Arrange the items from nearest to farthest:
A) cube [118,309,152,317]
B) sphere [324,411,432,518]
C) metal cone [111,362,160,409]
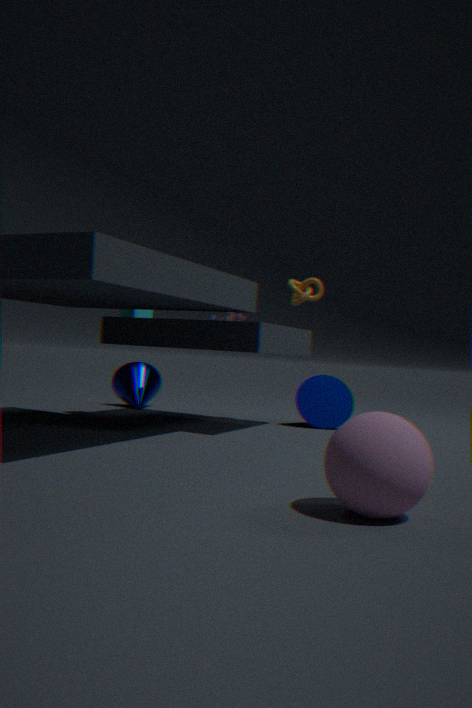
sphere [324,411,432,518], cube [118,309,152,317], metal cone [111,362,160,409]
